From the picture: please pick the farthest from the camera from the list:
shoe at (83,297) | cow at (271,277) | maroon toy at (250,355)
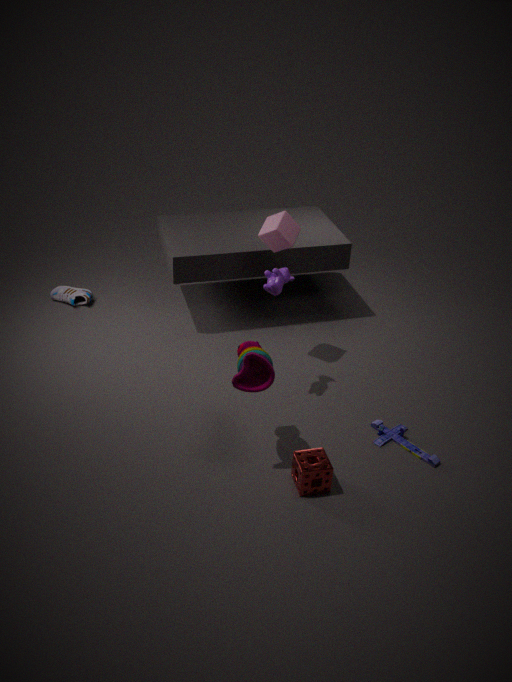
shoe at (83,297)
